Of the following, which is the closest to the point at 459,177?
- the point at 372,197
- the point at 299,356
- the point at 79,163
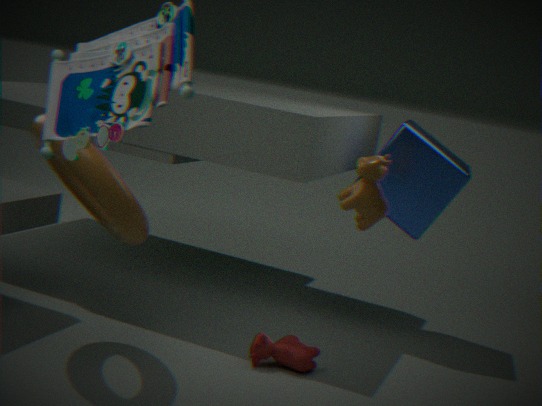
the point at 372,197
